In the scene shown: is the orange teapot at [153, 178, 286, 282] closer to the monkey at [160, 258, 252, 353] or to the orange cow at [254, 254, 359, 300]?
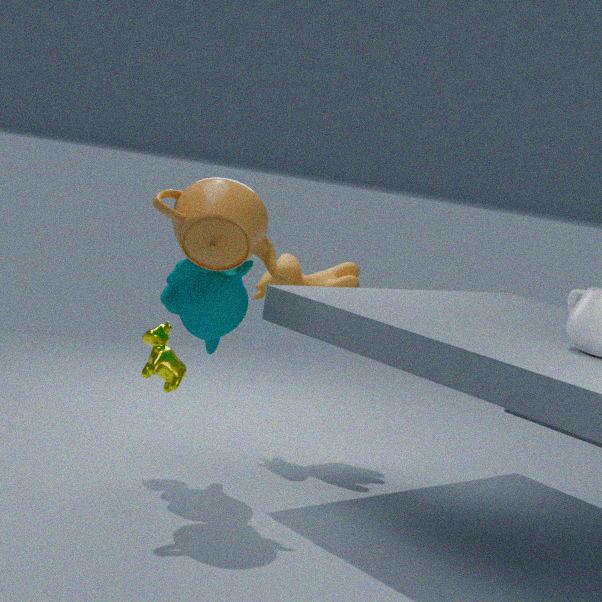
the monkey at [160, 258, 252, 353]
